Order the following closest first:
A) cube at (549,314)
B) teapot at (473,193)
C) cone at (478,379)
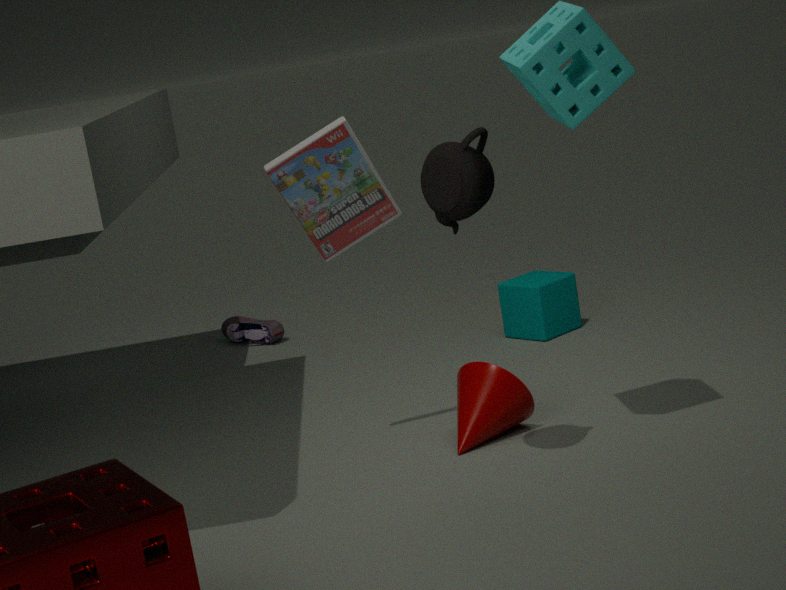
teapot at (473,193) < cone at (478,379) < cube at (549,314)
